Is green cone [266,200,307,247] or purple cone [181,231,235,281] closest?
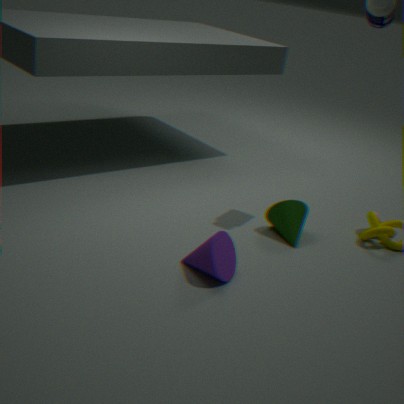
purple cone [181,231,235,281]
